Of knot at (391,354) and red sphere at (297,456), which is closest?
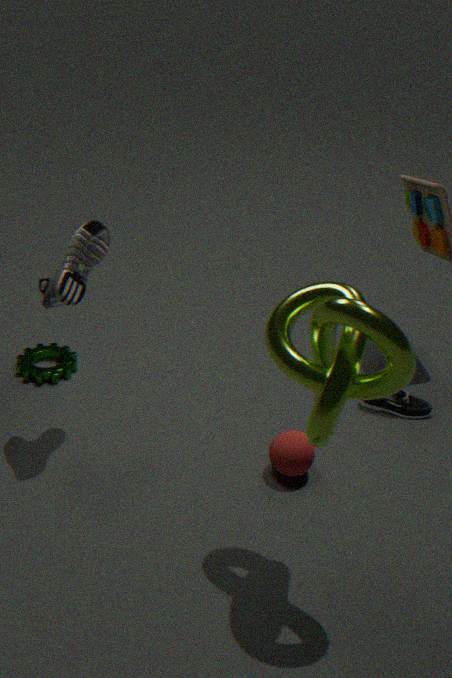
knot at (391,354)
